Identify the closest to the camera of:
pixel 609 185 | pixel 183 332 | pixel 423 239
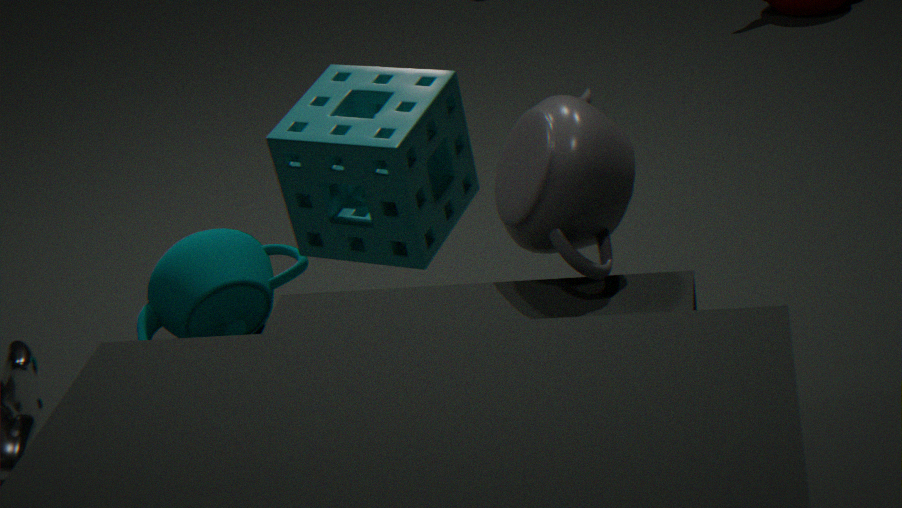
pixel 423 239
